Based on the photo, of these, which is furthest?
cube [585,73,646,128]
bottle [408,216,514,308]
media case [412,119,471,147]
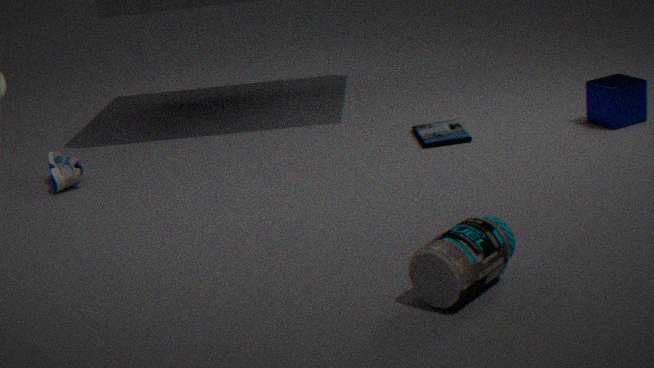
media case [412,119,471,147]
